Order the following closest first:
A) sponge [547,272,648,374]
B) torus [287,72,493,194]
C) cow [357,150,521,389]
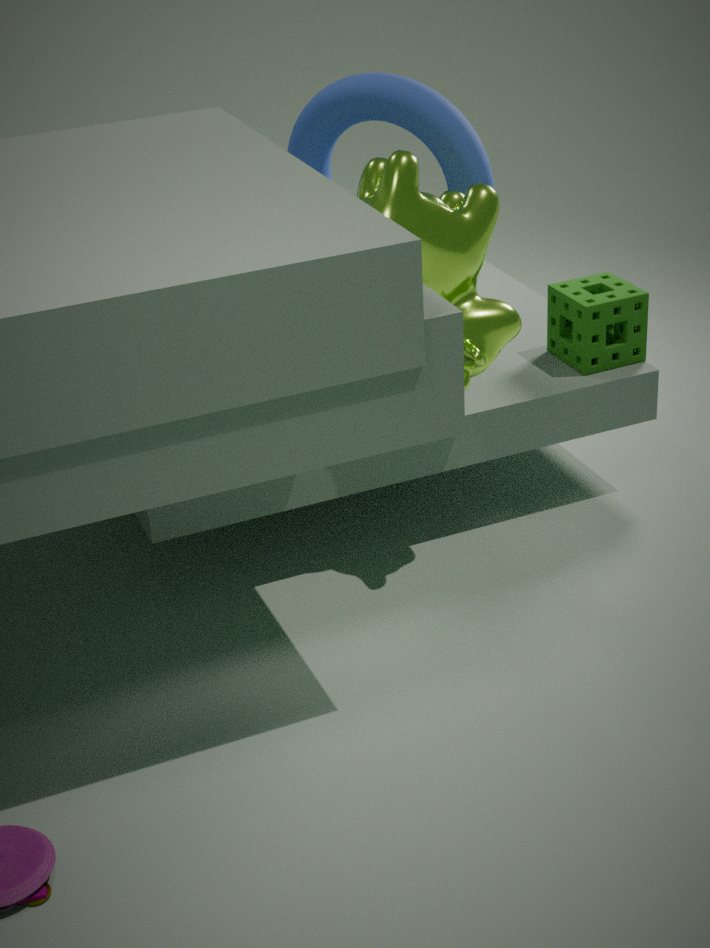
1. cow [357,150,521,389]
2. torus [287,72,493,194]
3. sponge [547,272,648,374]
